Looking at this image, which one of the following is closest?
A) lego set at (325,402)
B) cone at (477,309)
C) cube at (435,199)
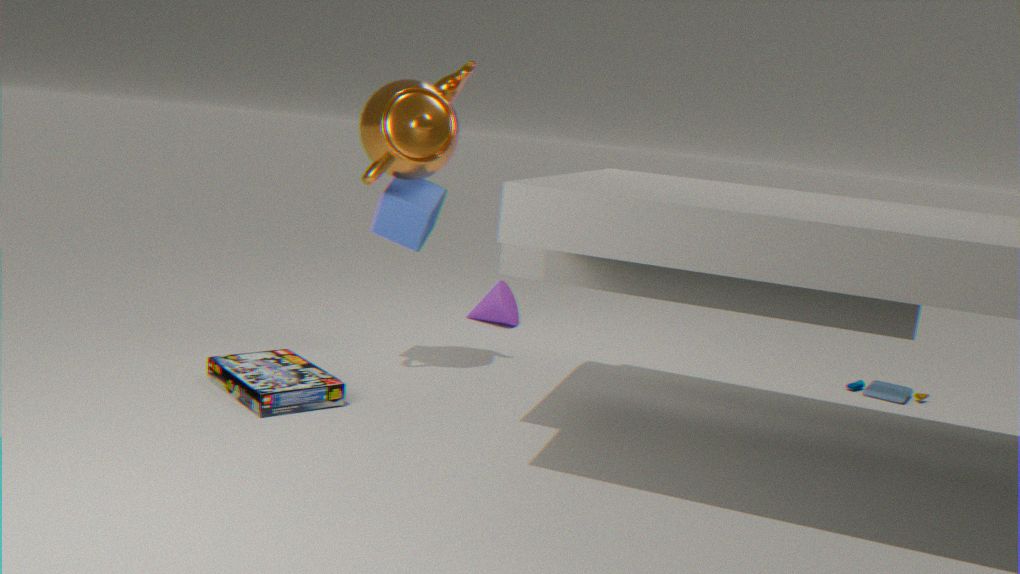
lego set at (325,402)
